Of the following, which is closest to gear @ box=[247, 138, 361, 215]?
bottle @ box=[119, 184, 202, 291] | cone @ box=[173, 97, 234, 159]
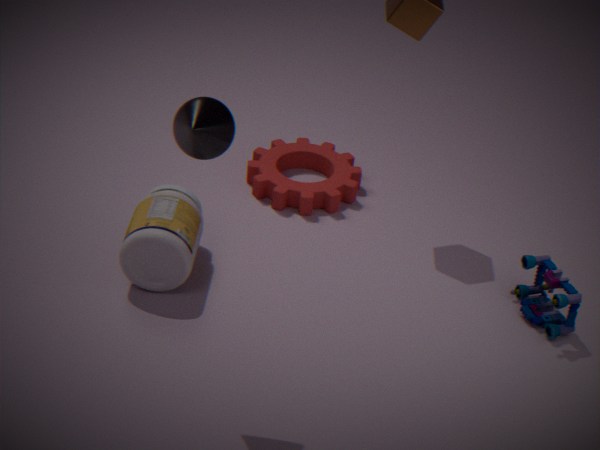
bottle @ box=[119, 184, 202, 291]
